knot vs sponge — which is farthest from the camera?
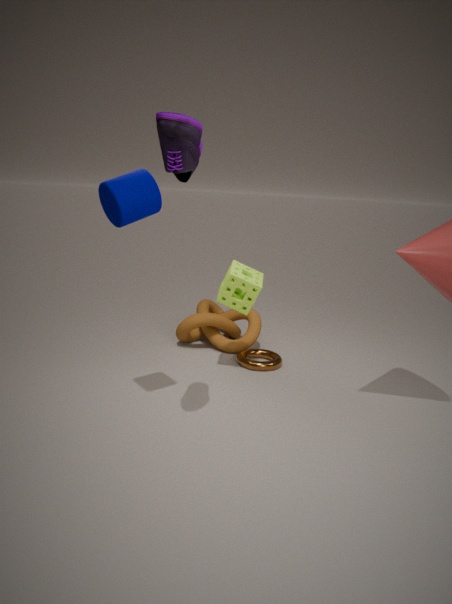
knot
